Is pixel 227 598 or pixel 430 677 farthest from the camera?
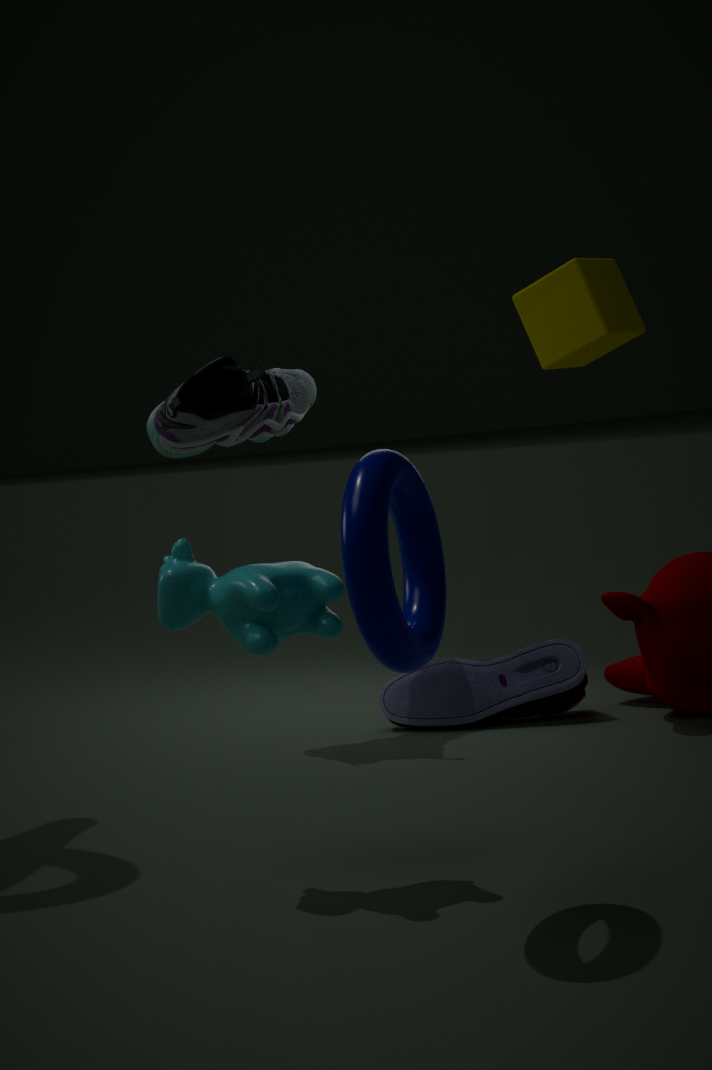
pixel 430 677
